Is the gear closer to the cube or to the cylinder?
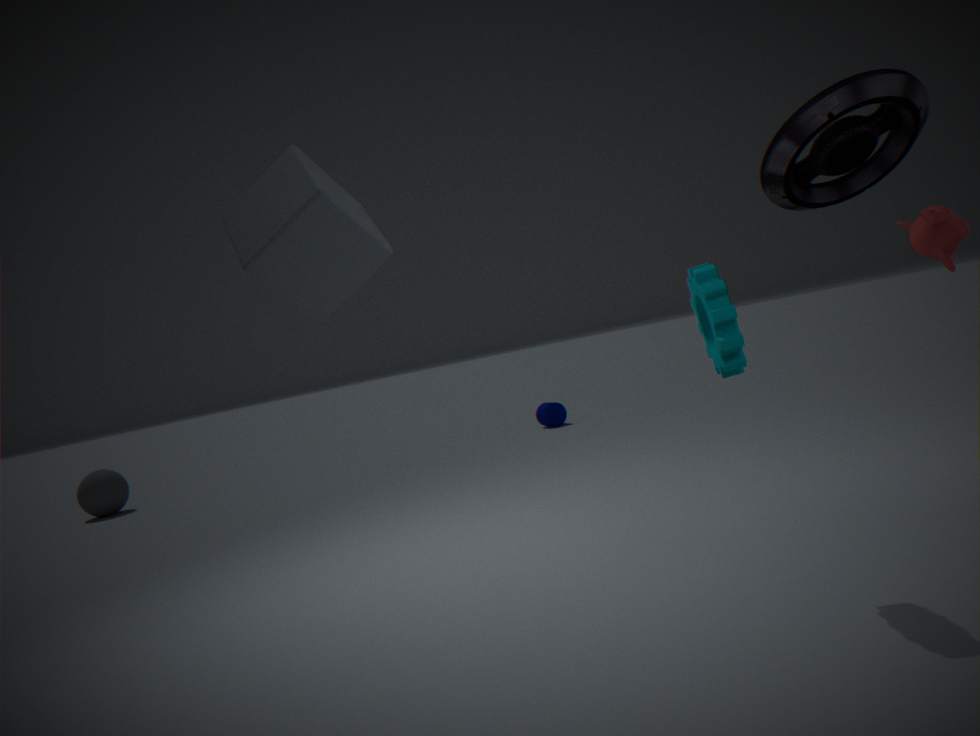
the cube
